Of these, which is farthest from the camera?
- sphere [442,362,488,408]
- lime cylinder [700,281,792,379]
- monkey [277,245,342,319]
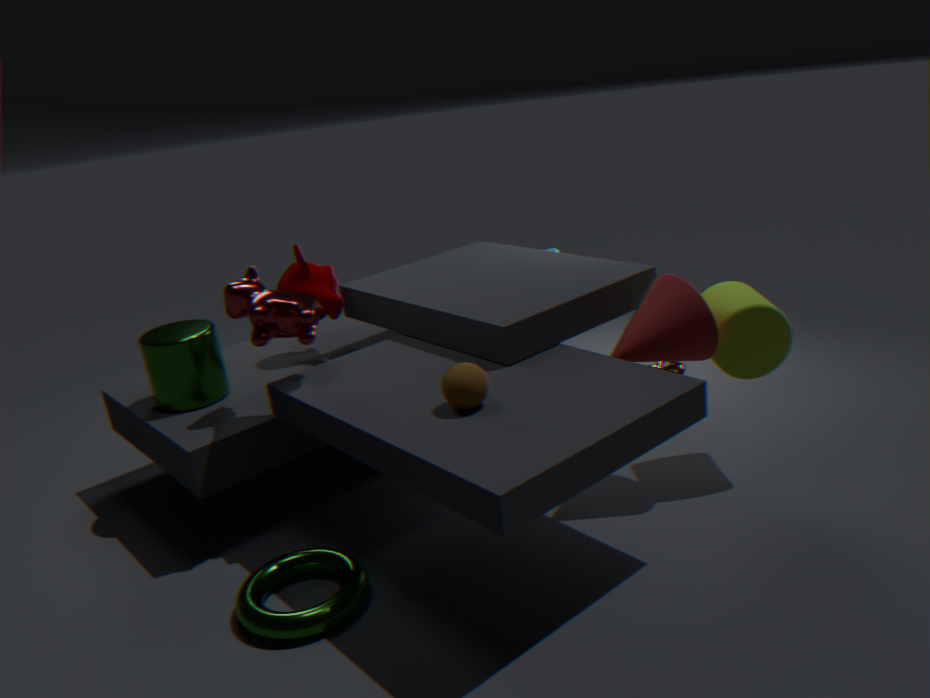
monkey [277,245,342,319]
